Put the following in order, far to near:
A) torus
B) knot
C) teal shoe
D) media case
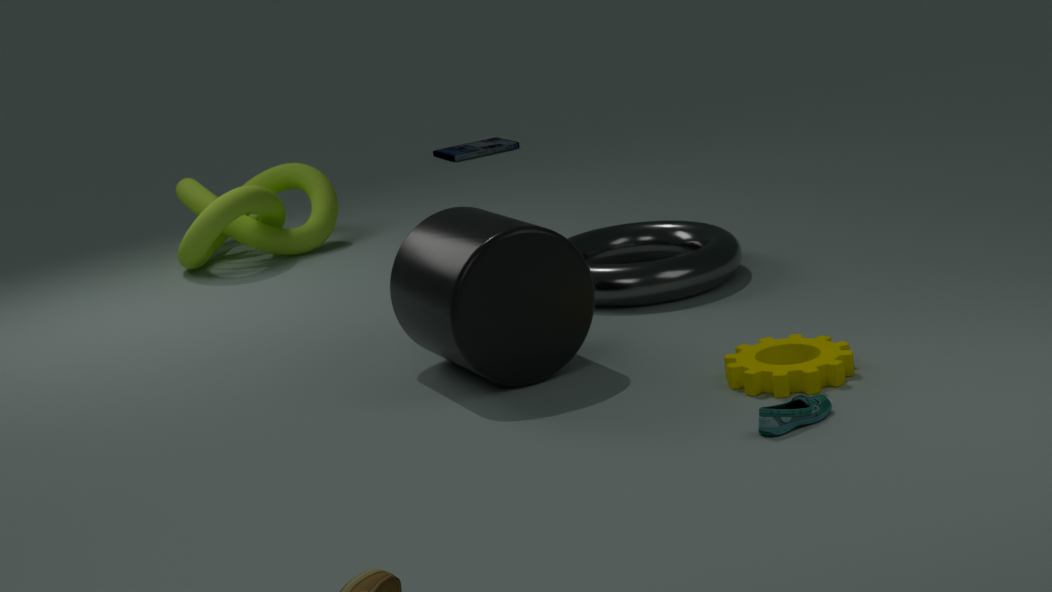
1. media case
2. knot
3. torus
4. teal shoe
